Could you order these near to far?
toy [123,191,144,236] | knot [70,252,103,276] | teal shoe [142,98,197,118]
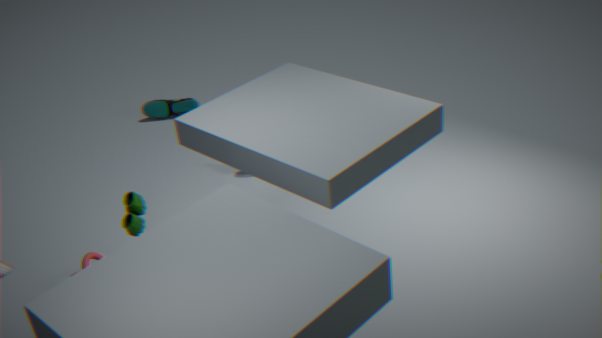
1. toy [123,191,144,236]
2. knot [70,252,103,276]
3. teal shoe [142,98,197,118]
